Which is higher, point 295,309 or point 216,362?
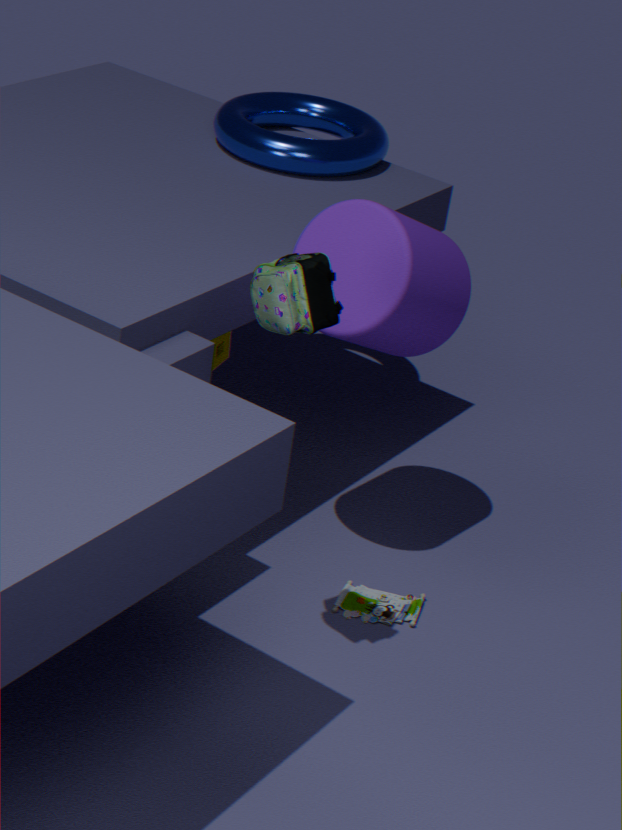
point 295,309
